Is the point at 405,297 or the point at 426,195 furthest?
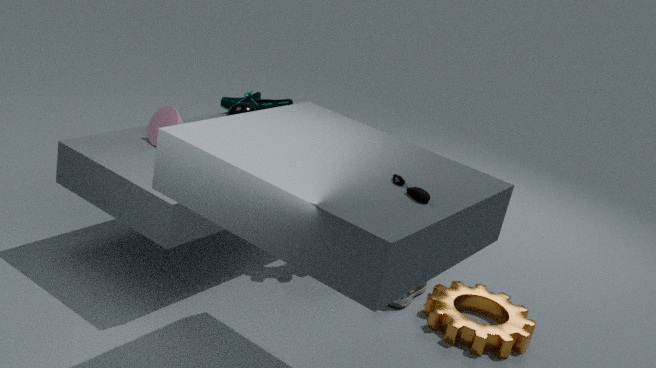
the point at 405,297
